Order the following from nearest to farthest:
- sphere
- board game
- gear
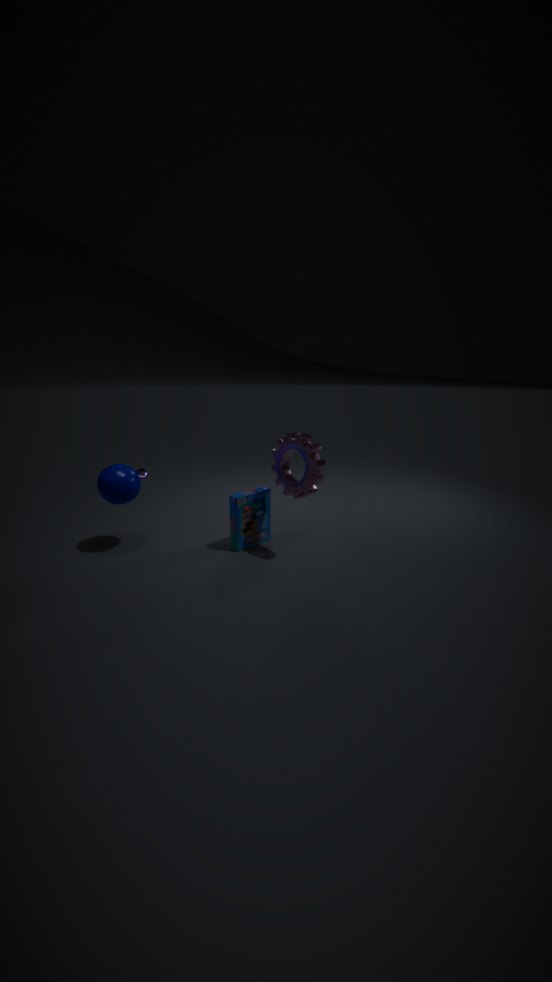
gear
sphere
board game
